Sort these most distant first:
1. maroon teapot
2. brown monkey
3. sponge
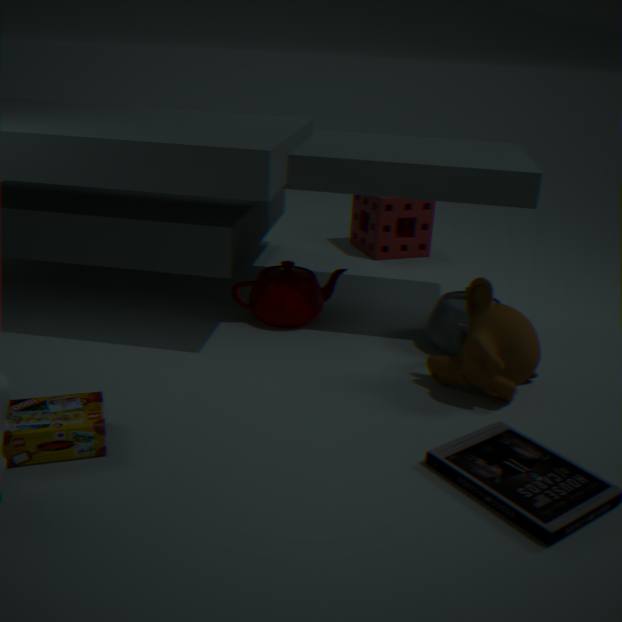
sponge, maroon teapot, brown monkey
